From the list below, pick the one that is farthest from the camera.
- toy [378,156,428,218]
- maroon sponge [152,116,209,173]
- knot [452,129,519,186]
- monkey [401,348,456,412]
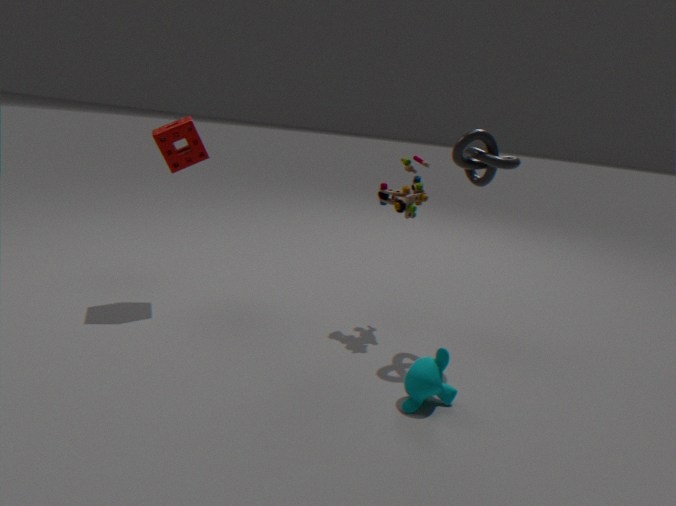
maroon sponge [152,116,209,173]
